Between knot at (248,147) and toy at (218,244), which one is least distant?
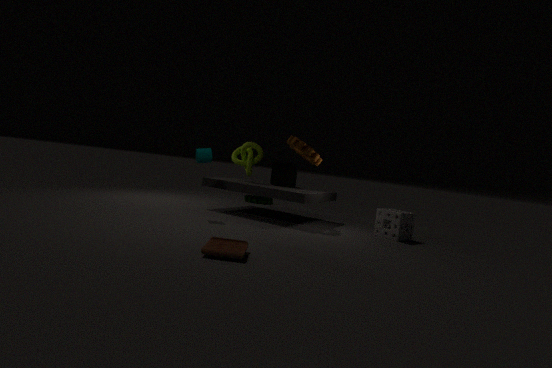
toy at (218,244)
